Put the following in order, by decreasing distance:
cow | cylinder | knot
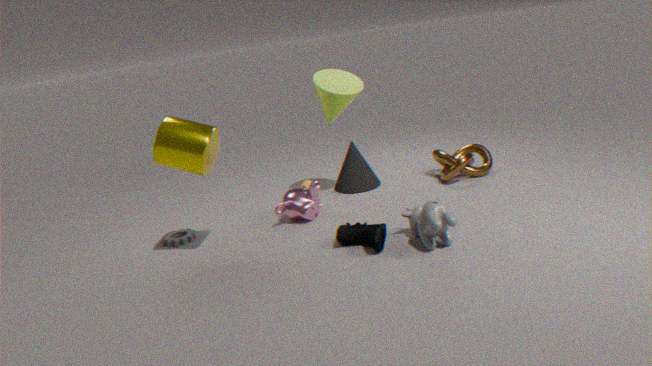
knot < cylinder < cow
